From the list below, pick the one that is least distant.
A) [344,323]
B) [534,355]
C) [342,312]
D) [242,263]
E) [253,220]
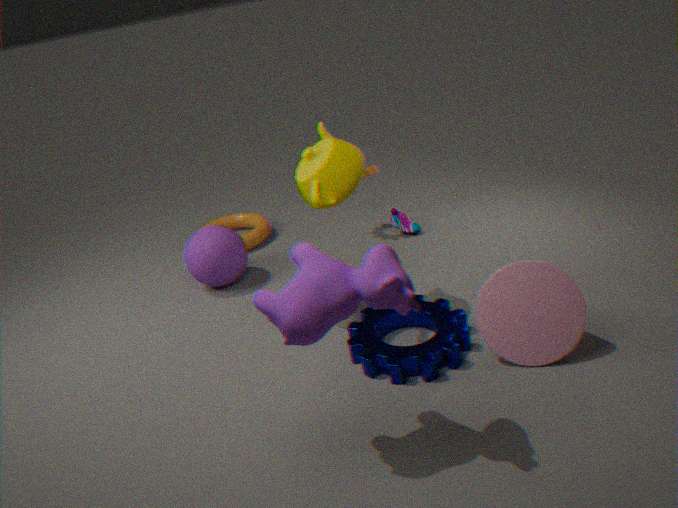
[342,312]
